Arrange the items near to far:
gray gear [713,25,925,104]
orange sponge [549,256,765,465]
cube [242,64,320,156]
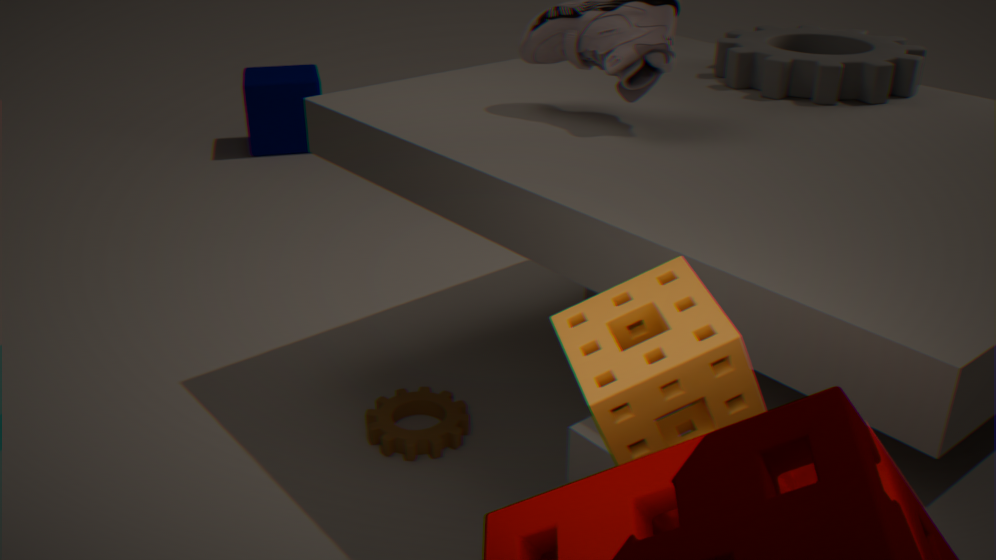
1. orange sponge [549,256,765,465]
2. gray gear [713,25,925,104]
3. cube [242,64,320,156]
